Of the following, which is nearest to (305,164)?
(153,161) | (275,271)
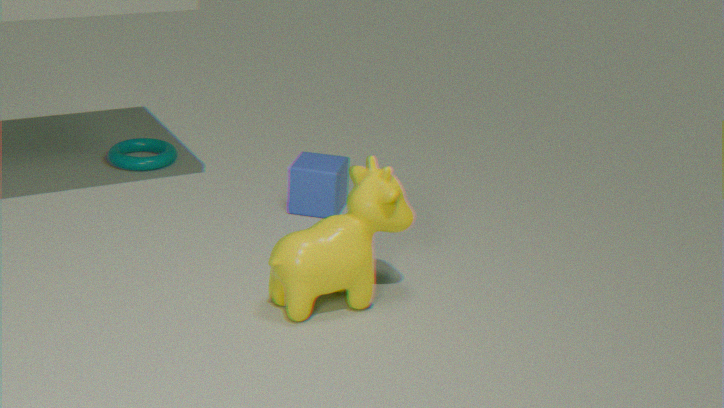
(275,271)
